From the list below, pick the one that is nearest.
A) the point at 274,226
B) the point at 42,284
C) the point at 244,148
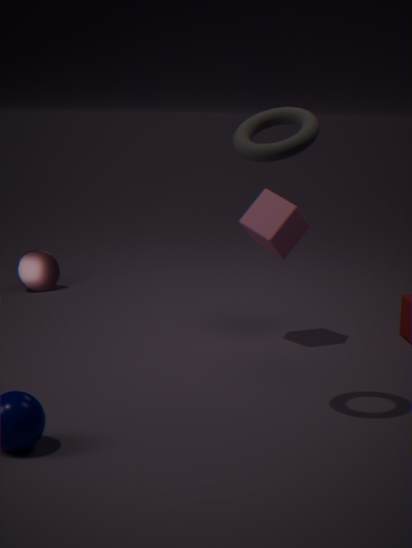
the point at 244,148
